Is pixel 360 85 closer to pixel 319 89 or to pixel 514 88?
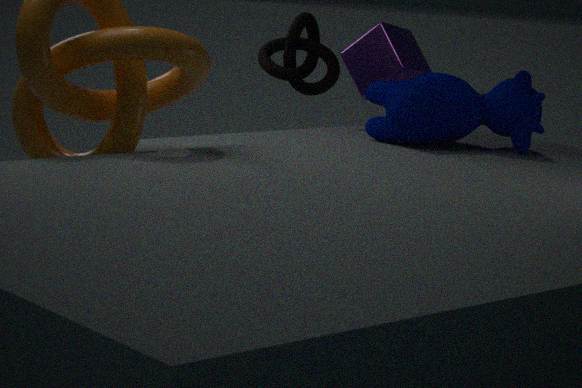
pixel 319 89
